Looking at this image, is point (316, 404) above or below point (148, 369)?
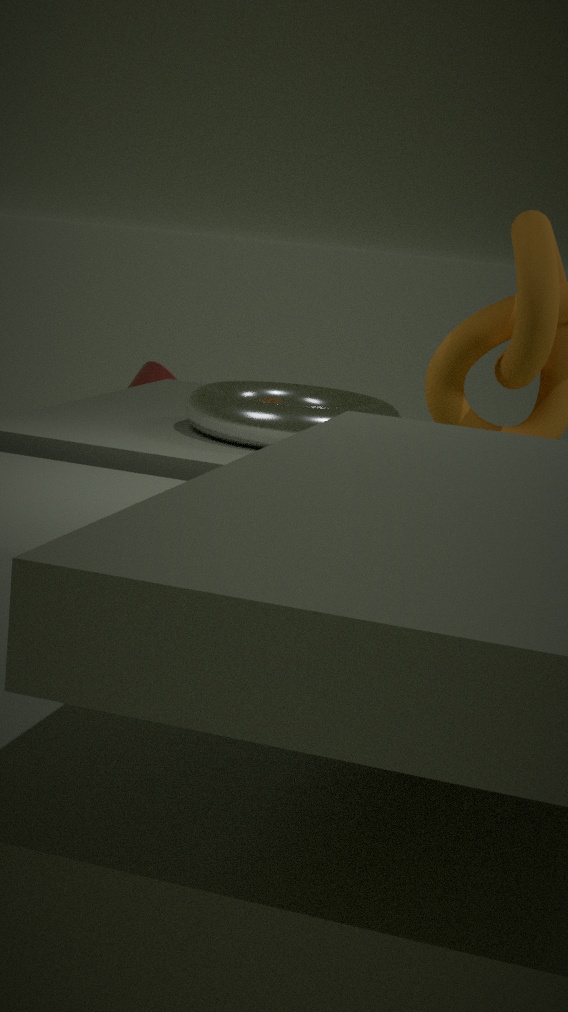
above
